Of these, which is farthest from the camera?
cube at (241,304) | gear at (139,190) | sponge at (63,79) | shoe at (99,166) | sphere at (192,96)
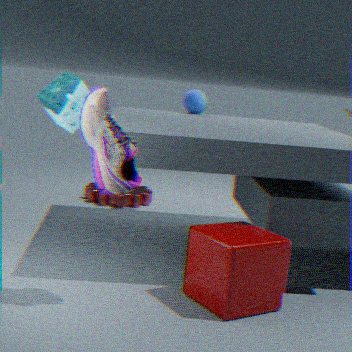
gear at (139,190)
